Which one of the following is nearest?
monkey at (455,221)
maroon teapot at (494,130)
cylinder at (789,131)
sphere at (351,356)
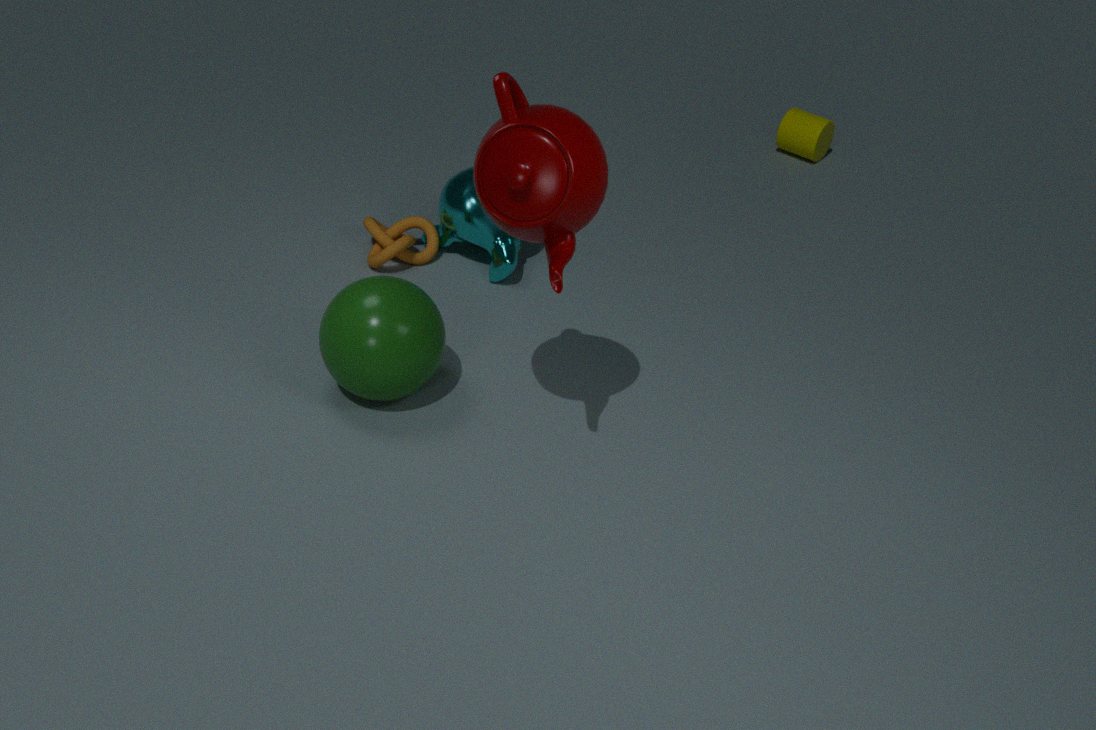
maroon teapot at (494,130)
